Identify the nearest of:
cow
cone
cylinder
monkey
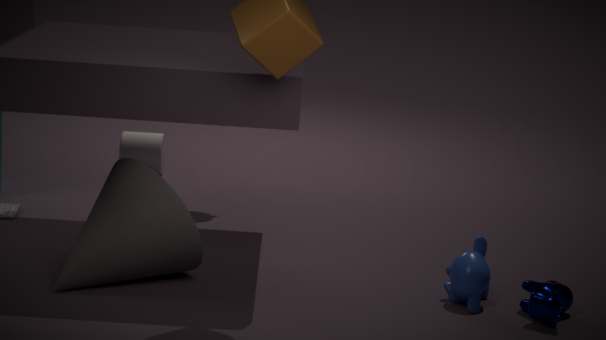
cow
